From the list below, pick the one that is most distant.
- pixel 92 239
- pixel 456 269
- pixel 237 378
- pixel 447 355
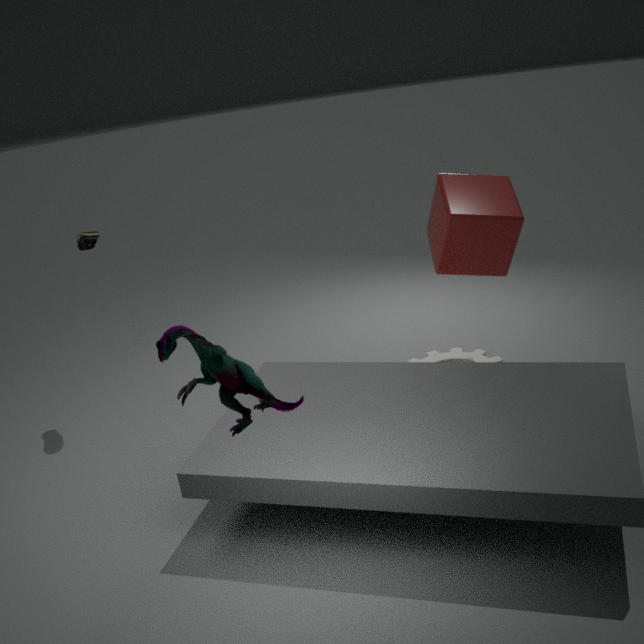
pixel 447 355
